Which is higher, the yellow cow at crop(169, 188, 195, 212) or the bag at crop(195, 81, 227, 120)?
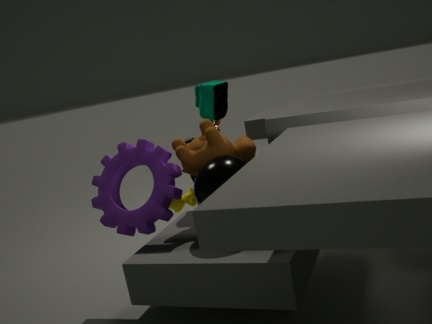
the bag at crop(195, 81, 227, 120)
